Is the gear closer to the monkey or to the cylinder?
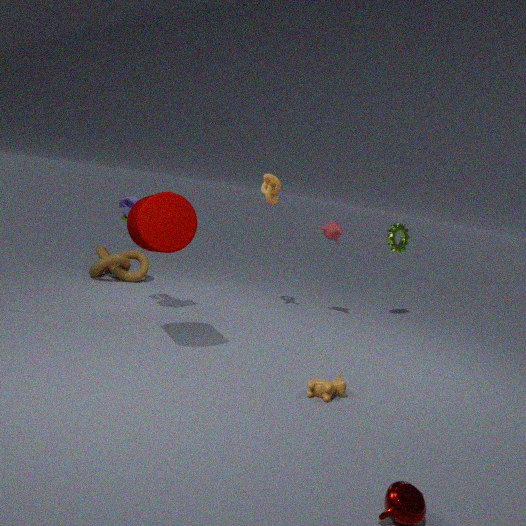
the monkey
